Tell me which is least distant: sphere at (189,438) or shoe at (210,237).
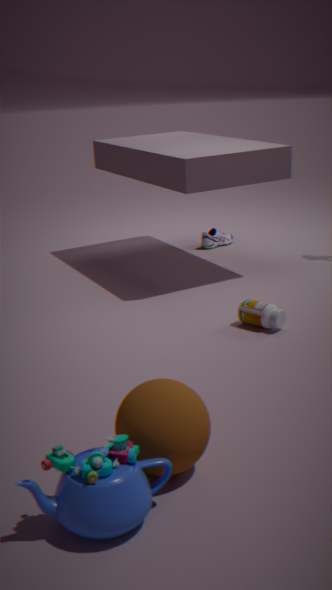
sphere at (189,438)
